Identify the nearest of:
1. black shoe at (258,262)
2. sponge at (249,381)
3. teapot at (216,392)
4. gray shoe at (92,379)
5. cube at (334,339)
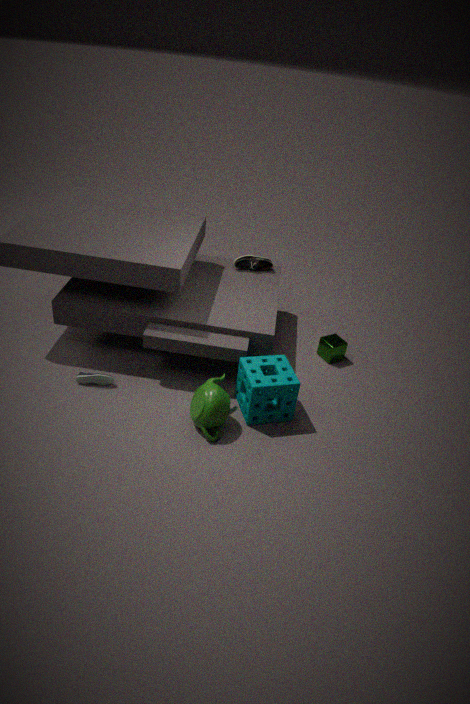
teapot at (216,392)
